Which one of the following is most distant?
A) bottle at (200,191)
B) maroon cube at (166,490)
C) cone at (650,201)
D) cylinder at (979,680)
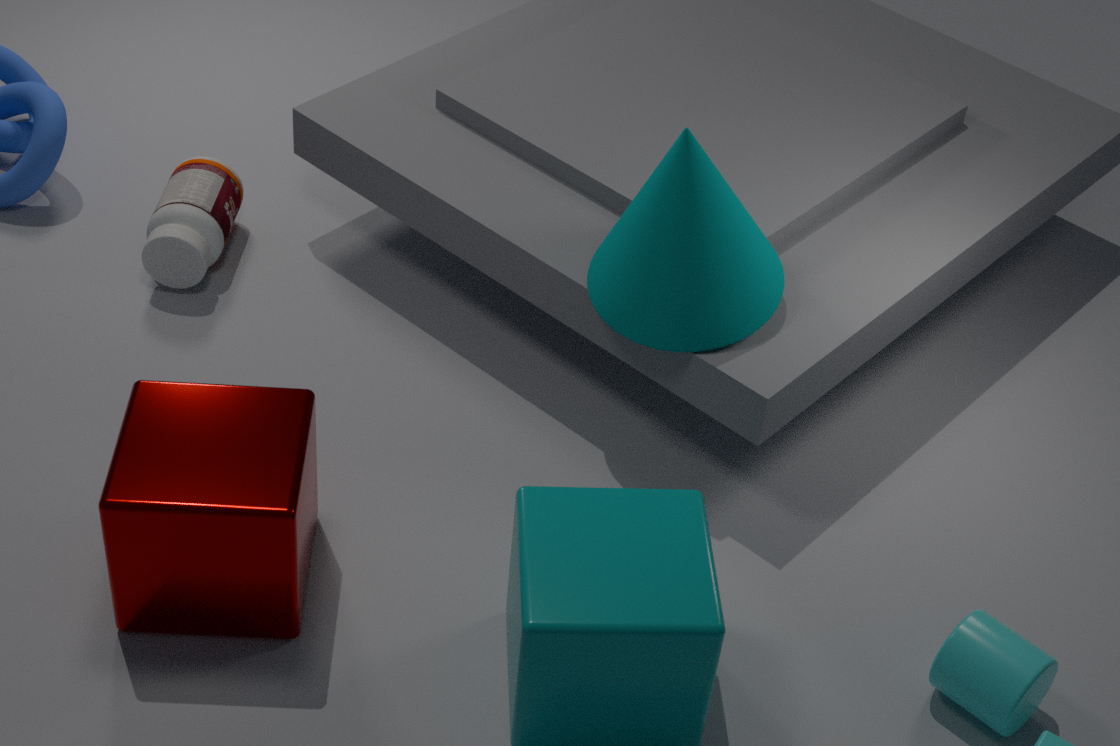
bottle at (200,191)
